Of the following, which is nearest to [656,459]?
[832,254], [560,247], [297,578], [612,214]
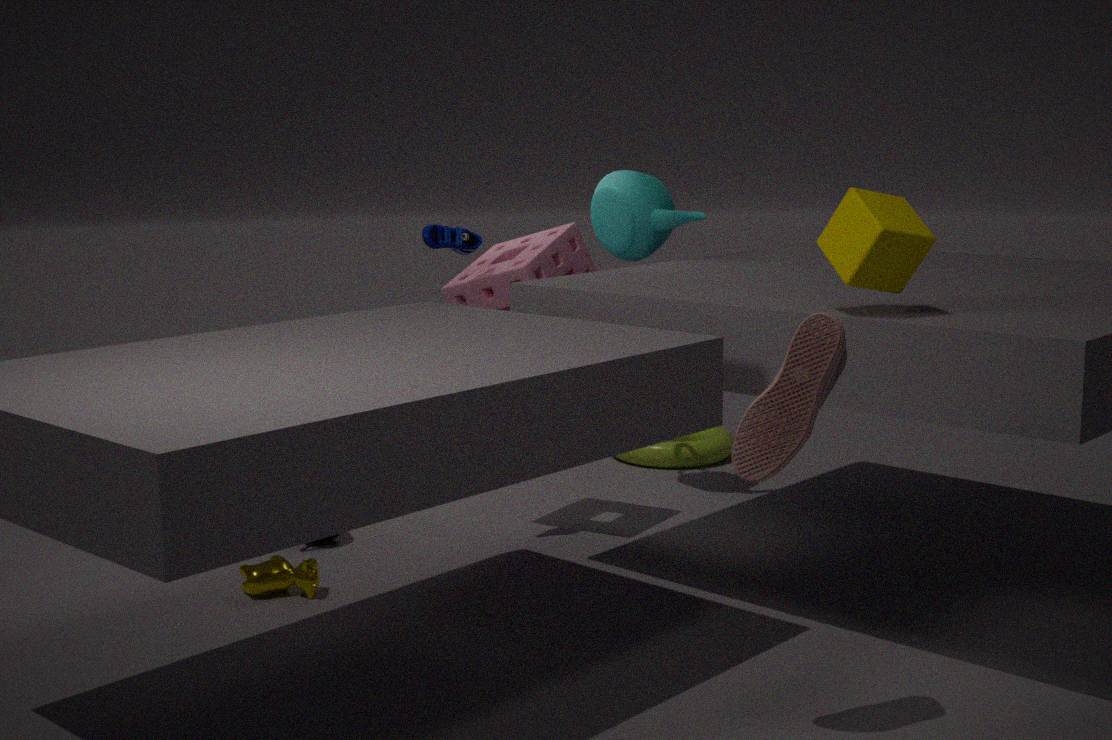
[612,214]
